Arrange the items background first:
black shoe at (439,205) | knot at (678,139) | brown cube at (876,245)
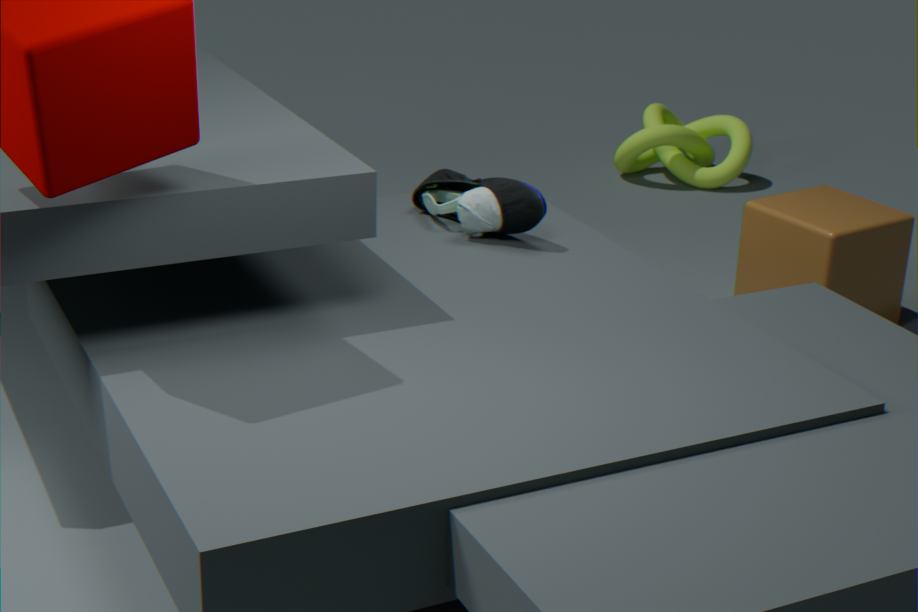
knot at (678,139)
brown cube at (876,245)
black shoe at (439,205)
